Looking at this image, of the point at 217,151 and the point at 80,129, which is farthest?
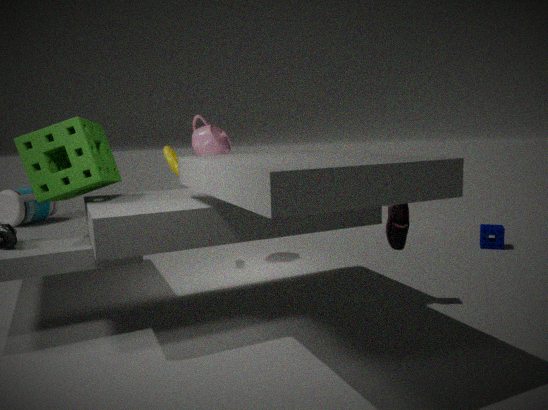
the point at 217,151
